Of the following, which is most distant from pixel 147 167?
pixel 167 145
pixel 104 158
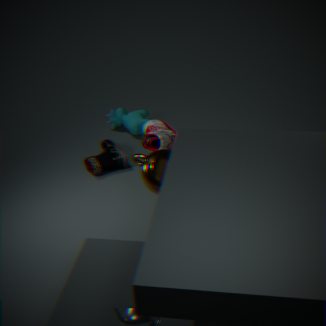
A: pixel 104 158
